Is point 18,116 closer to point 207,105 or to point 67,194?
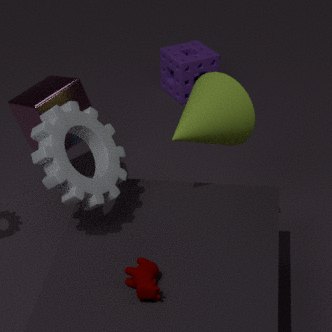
point 67,194
